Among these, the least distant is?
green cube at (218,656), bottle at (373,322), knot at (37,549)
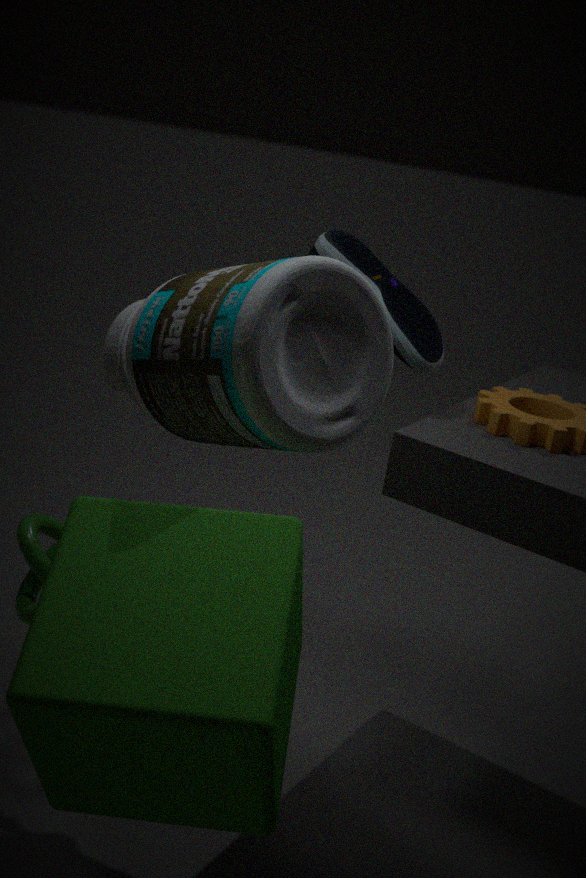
green cube at (218,656)
